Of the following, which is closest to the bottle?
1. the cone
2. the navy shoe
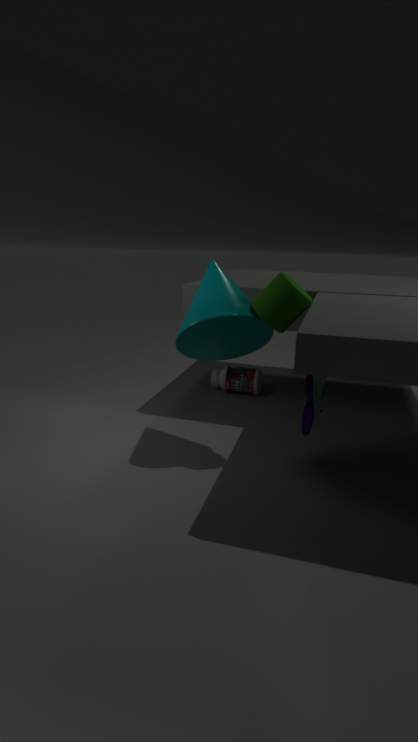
the cone
